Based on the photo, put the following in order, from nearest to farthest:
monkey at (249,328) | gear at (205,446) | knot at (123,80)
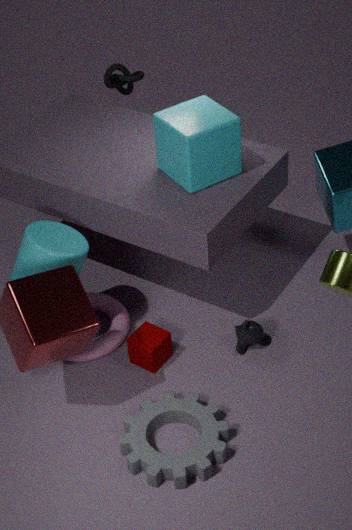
gear at (205,446) < monkey at (249,328) < knot at (123,80)
